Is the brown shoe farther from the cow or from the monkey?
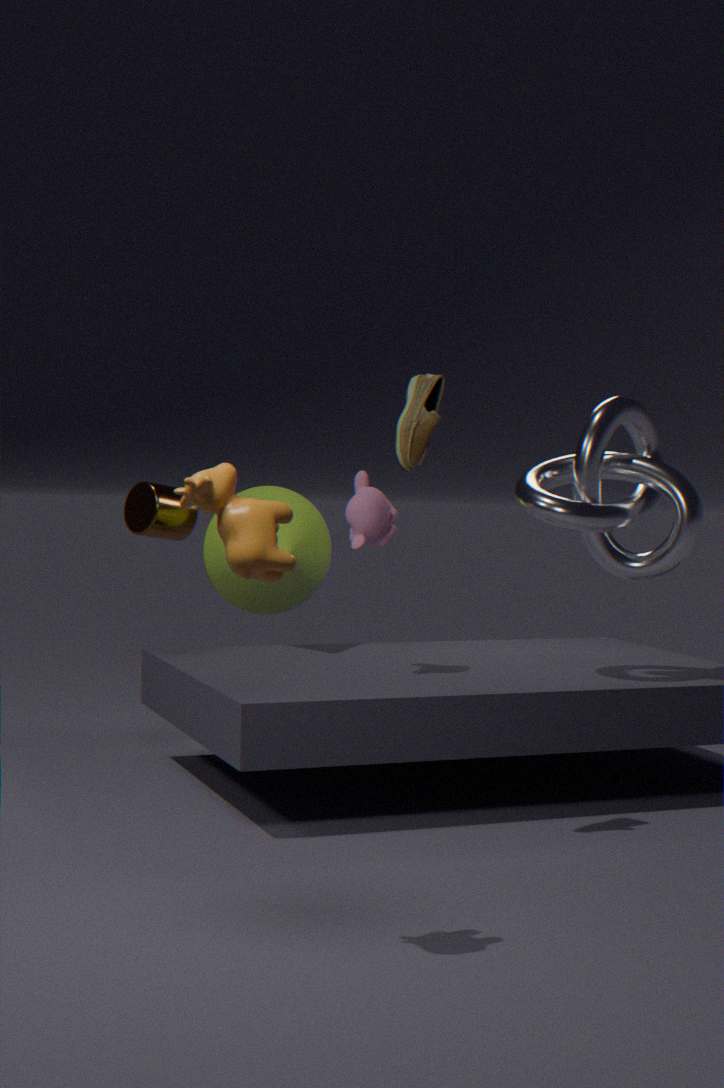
the cow
